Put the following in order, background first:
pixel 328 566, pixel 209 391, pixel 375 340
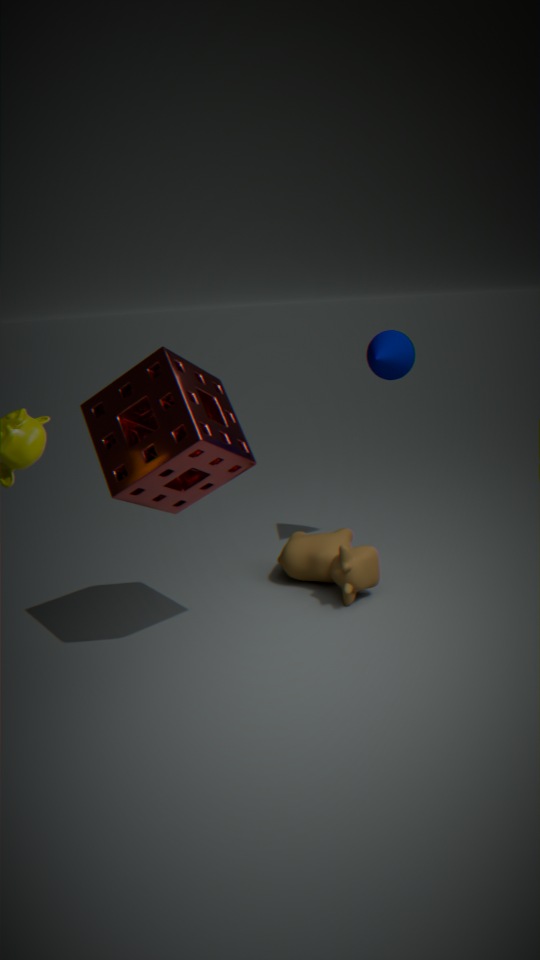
pixel 375 340 < pixel 328 566 < pixel 209 391
